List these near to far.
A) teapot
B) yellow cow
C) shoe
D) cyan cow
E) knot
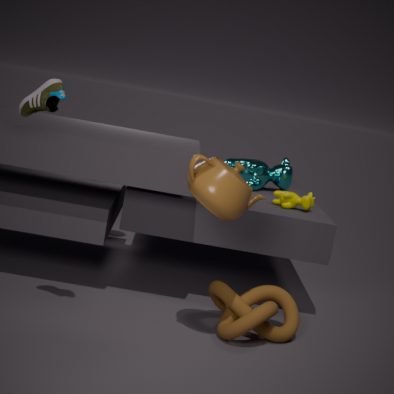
1. C. shoe
2. A. teapot
3. E. knot
4. B. yellow cow
5. D. cyan cow
